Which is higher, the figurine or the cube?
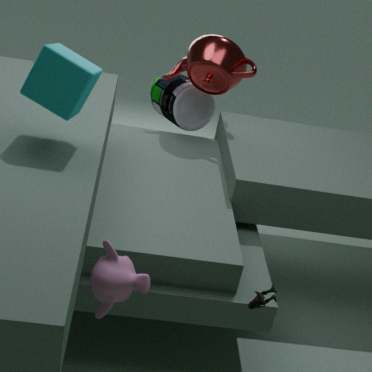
the cube
